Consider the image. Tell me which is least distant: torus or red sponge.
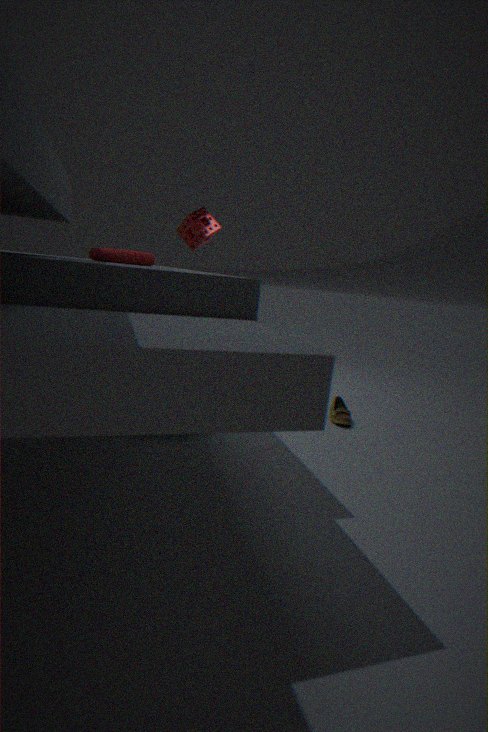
torus
